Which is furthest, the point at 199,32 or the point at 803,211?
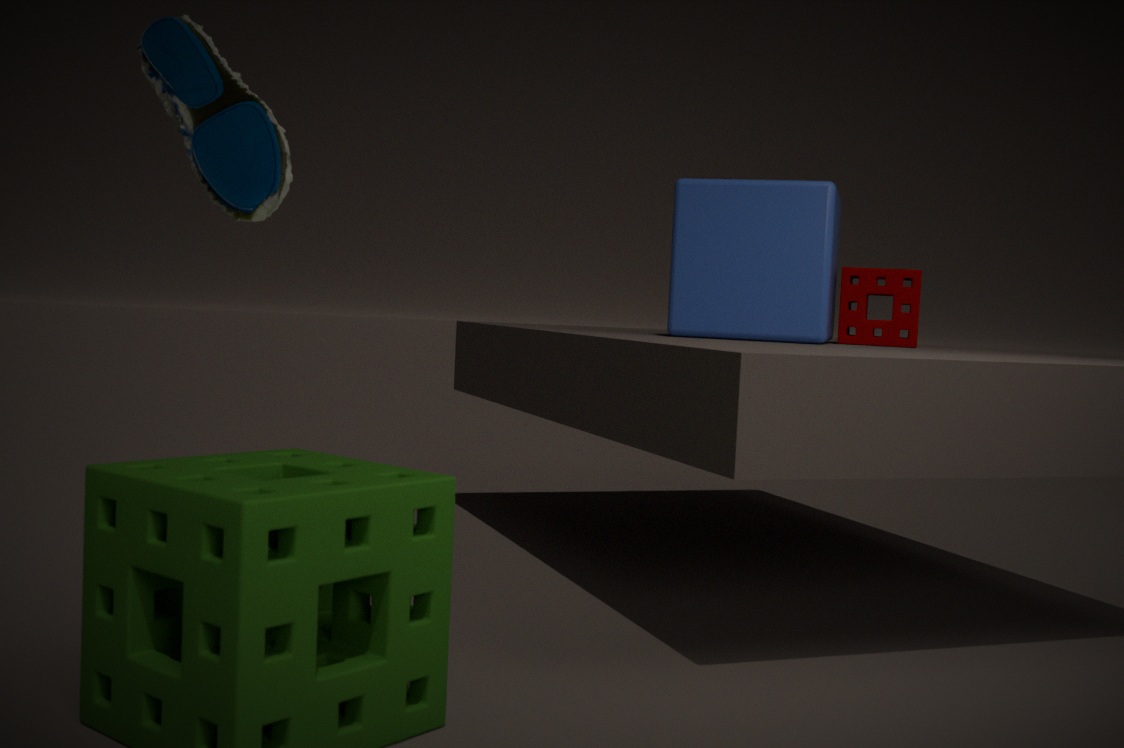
the point at 803,211
